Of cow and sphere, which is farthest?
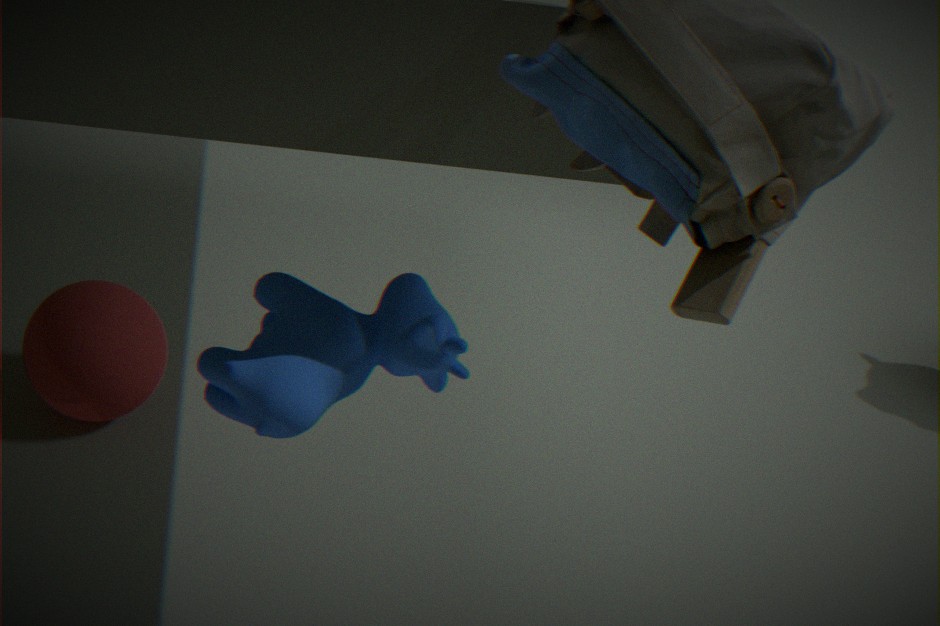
sphere
